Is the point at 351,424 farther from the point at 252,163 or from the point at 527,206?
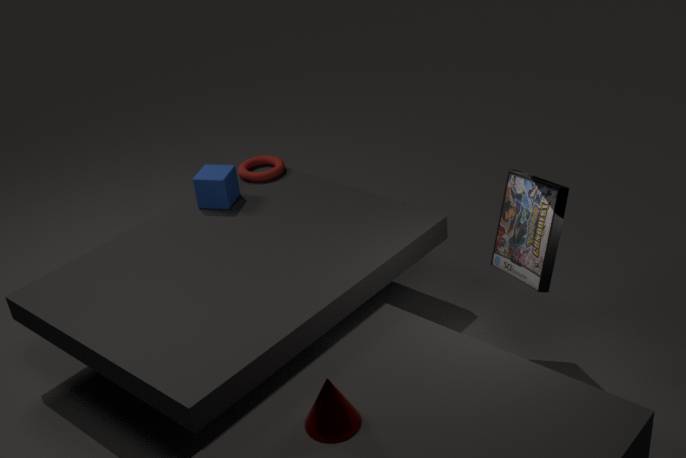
the point at 252,163
